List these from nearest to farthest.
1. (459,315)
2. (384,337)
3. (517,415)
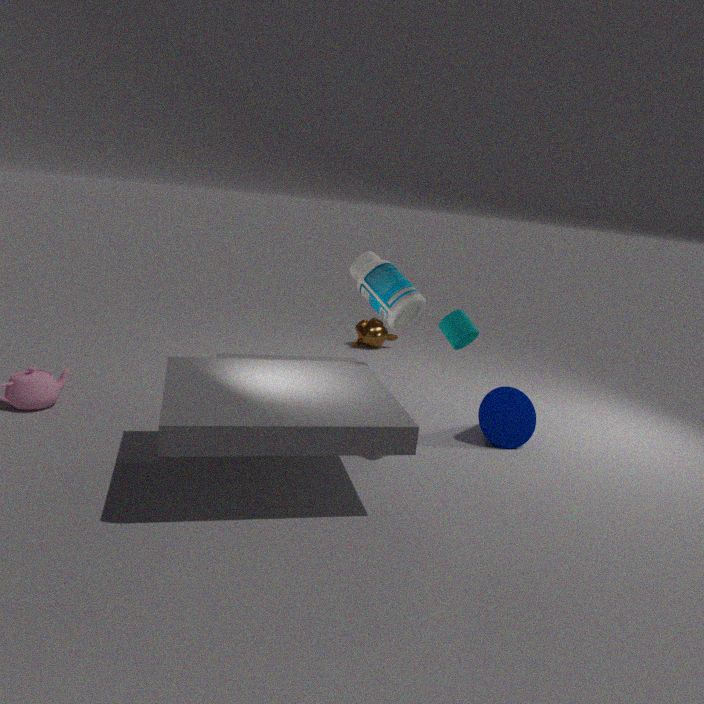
(459,315), (517,415), (384,337)
